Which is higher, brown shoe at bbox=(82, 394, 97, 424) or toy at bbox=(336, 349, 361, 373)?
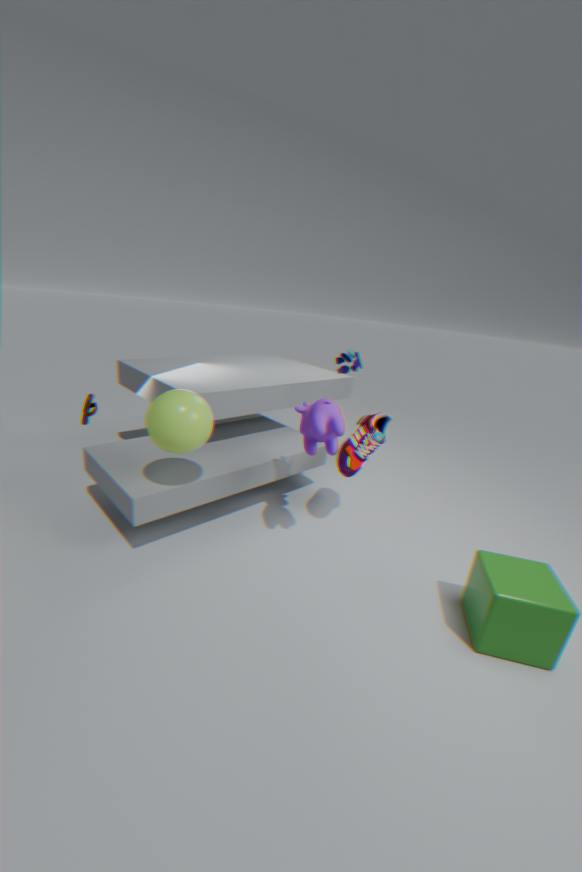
toy at bbox=(336, 349, 361, 373)
